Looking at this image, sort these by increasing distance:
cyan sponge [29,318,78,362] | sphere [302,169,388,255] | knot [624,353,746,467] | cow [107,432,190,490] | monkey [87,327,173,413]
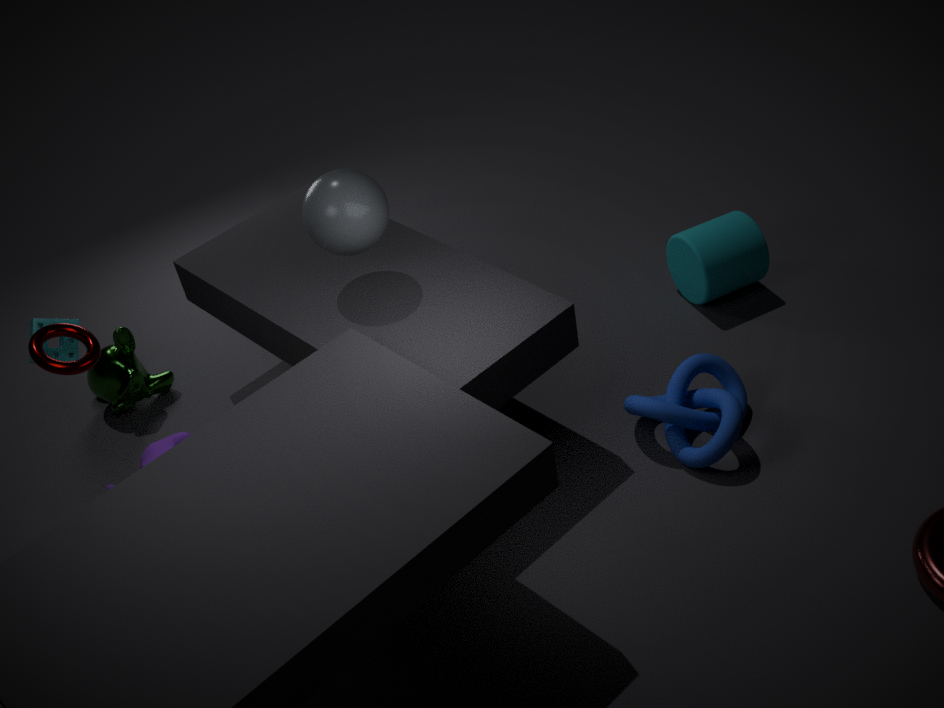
sphere [302,169,388,255], knot [624,353,746,467], cyan sponge [29,318,78,362], cow [107,432,190,490], monkey [87,327,173,413]
